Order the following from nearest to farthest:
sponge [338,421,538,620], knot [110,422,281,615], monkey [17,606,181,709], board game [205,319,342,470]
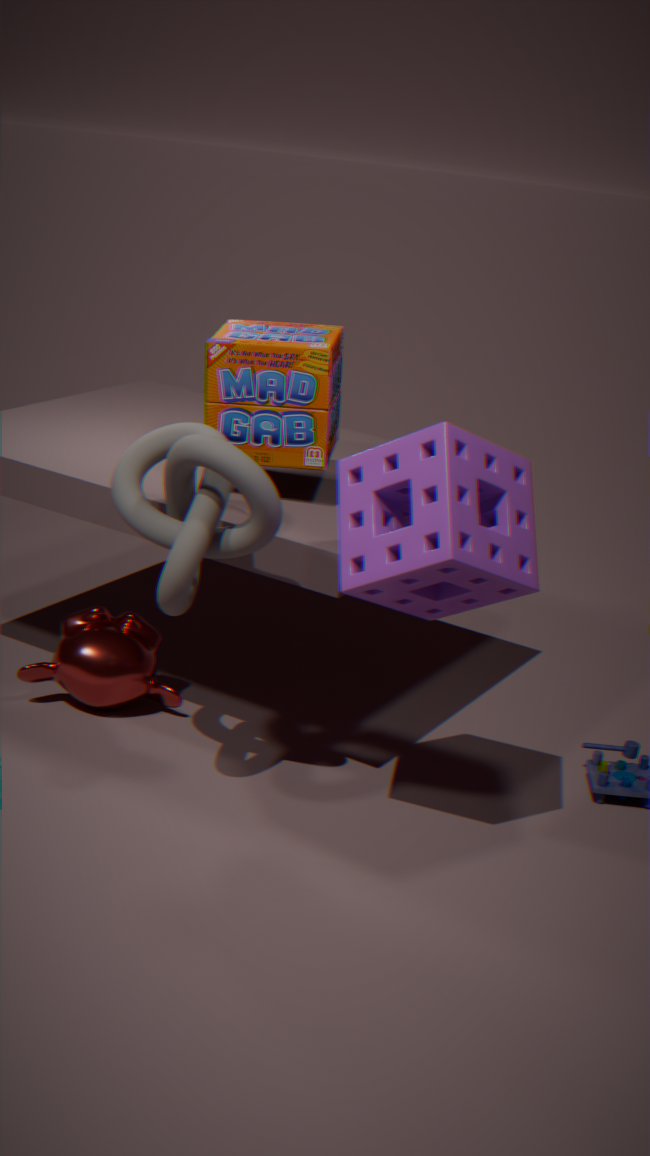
sponge [338,421,538,620]
knot [110,422,281,615]
board game [205,319,342,470]
monkey [17,606,181,709]
